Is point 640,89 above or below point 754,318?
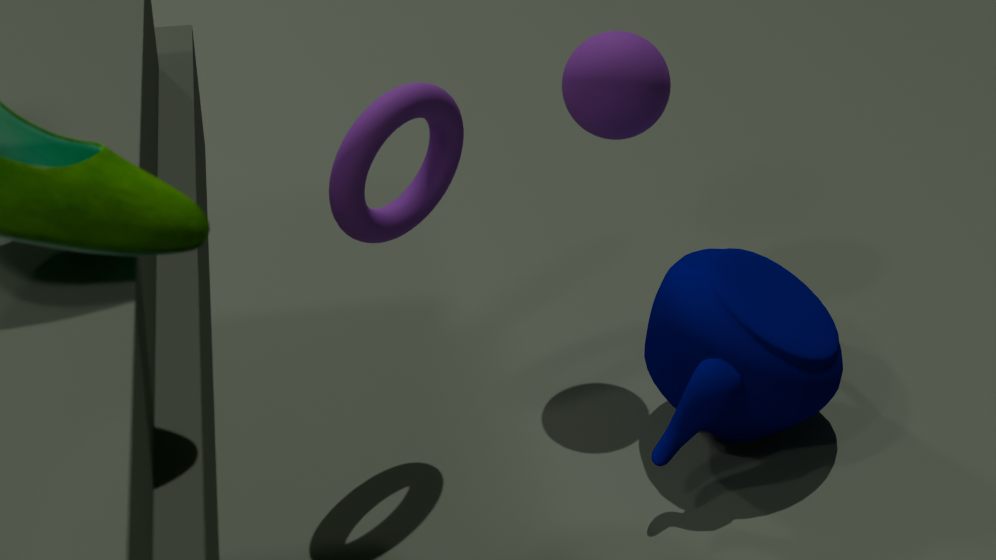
above
